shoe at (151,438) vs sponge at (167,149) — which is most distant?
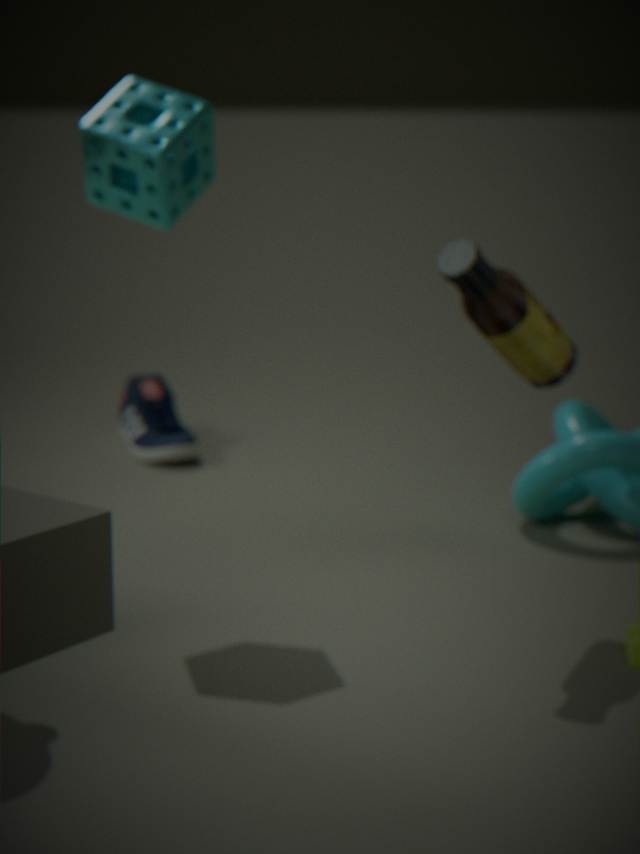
shoe at (151,438)
